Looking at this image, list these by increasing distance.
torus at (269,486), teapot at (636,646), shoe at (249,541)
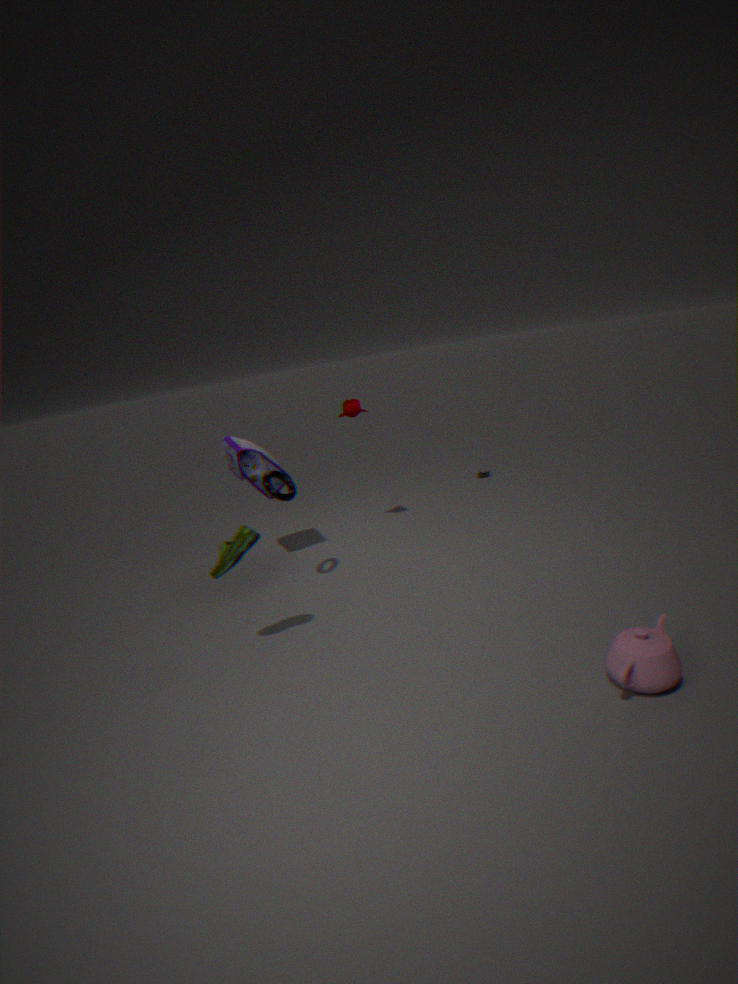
1. teapot at (636,646)
2. shoe at (249,541)
3. torus at (269,486)
